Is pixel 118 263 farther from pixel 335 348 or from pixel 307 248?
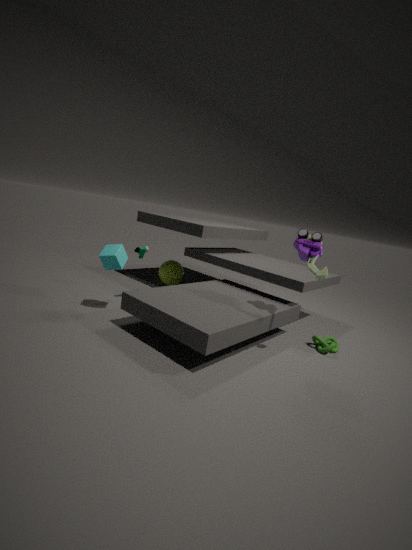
pixel 335 348
